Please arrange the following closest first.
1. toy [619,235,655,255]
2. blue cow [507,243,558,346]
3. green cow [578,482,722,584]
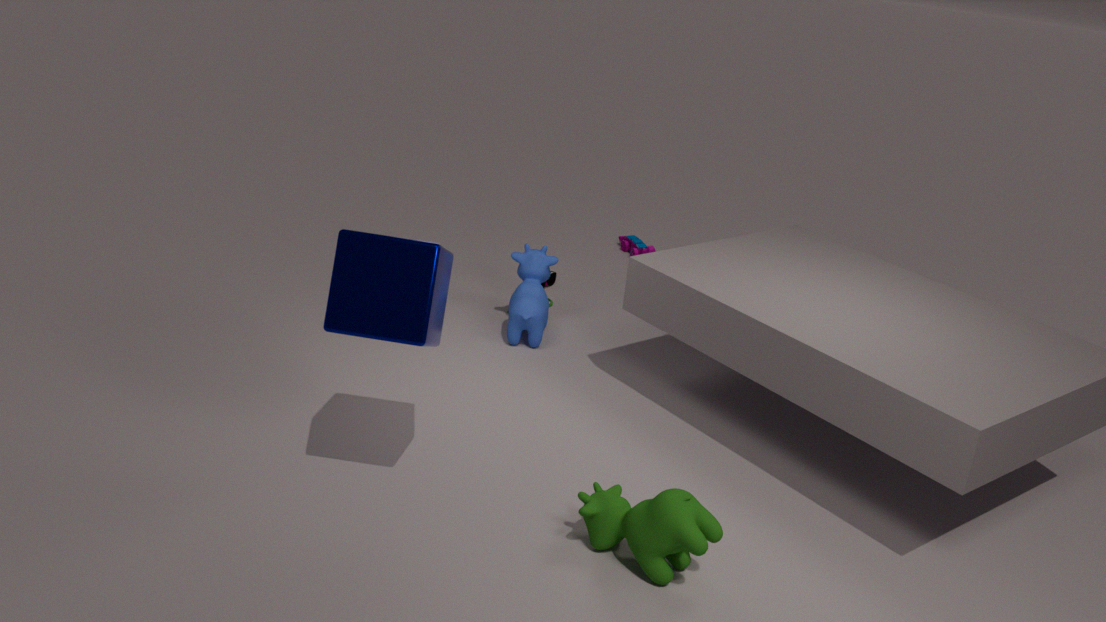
green cow [578,482,722,584] < blue cow [507,243,558,346] < toy [619,235,655,255]
